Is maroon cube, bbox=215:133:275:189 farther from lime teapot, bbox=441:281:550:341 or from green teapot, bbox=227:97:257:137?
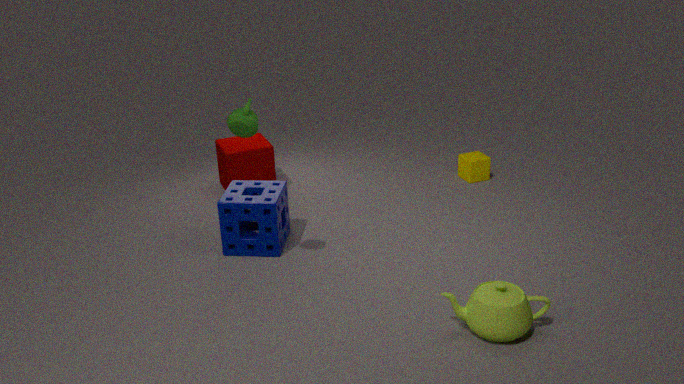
lime teapot, bbox=441:281:550:341
